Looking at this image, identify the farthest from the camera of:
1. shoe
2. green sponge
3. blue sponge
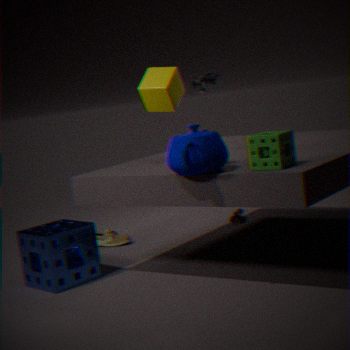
shoe
